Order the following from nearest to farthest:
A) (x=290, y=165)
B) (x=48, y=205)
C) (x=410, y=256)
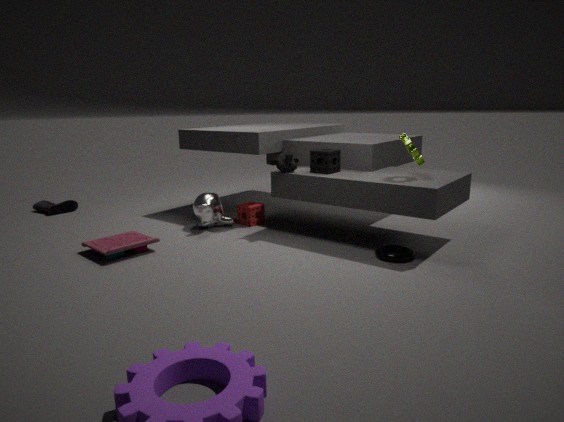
(x=410, y=256), (x=290, y=165), (x=48, y=205)
